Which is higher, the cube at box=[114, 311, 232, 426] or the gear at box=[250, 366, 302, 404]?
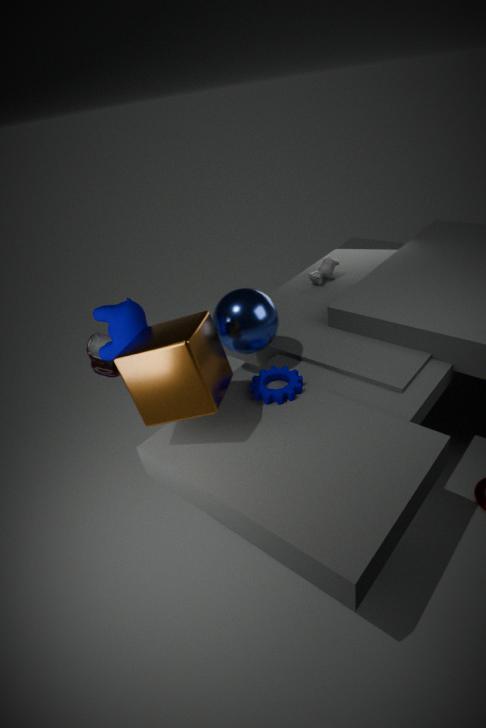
the cube at box=[114, 311, 232, 426]
